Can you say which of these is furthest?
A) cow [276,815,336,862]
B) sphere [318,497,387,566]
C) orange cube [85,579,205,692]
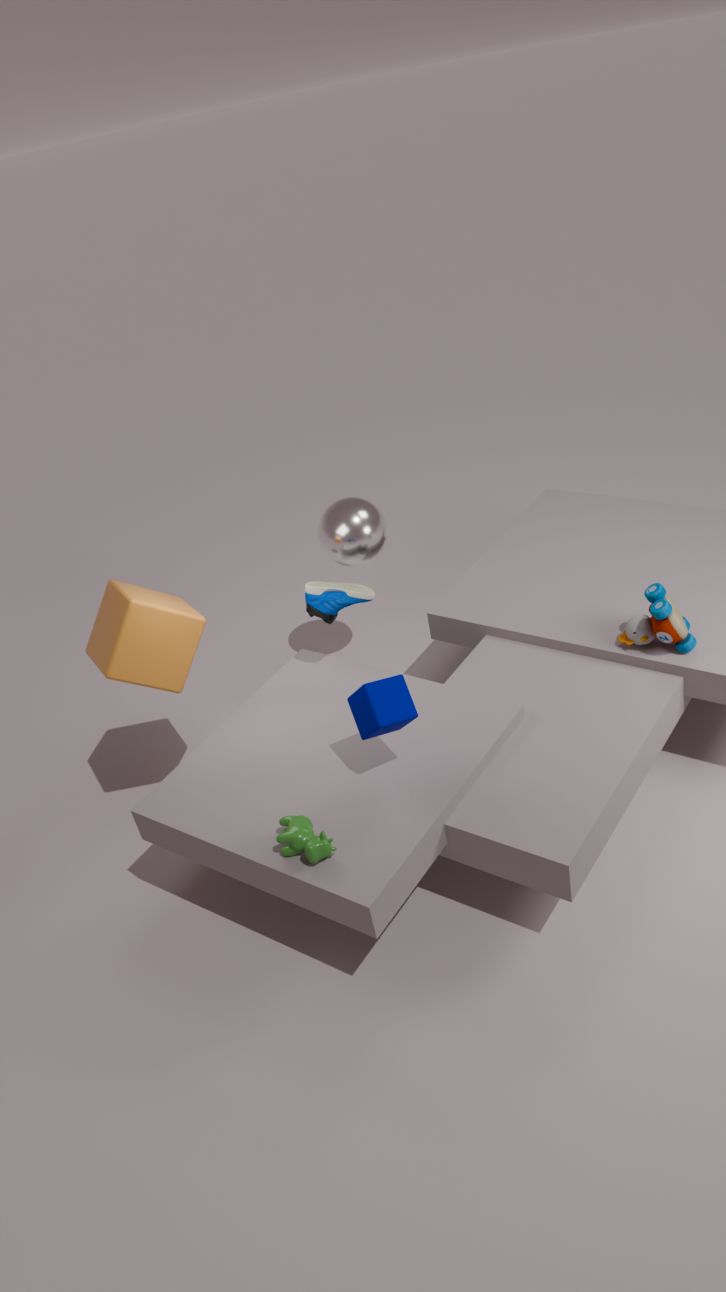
sphere [318,497,387,566]
